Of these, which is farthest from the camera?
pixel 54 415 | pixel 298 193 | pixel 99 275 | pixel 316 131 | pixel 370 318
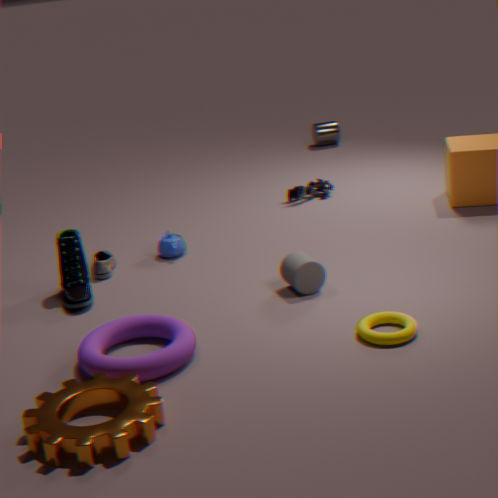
pixel 316 131
